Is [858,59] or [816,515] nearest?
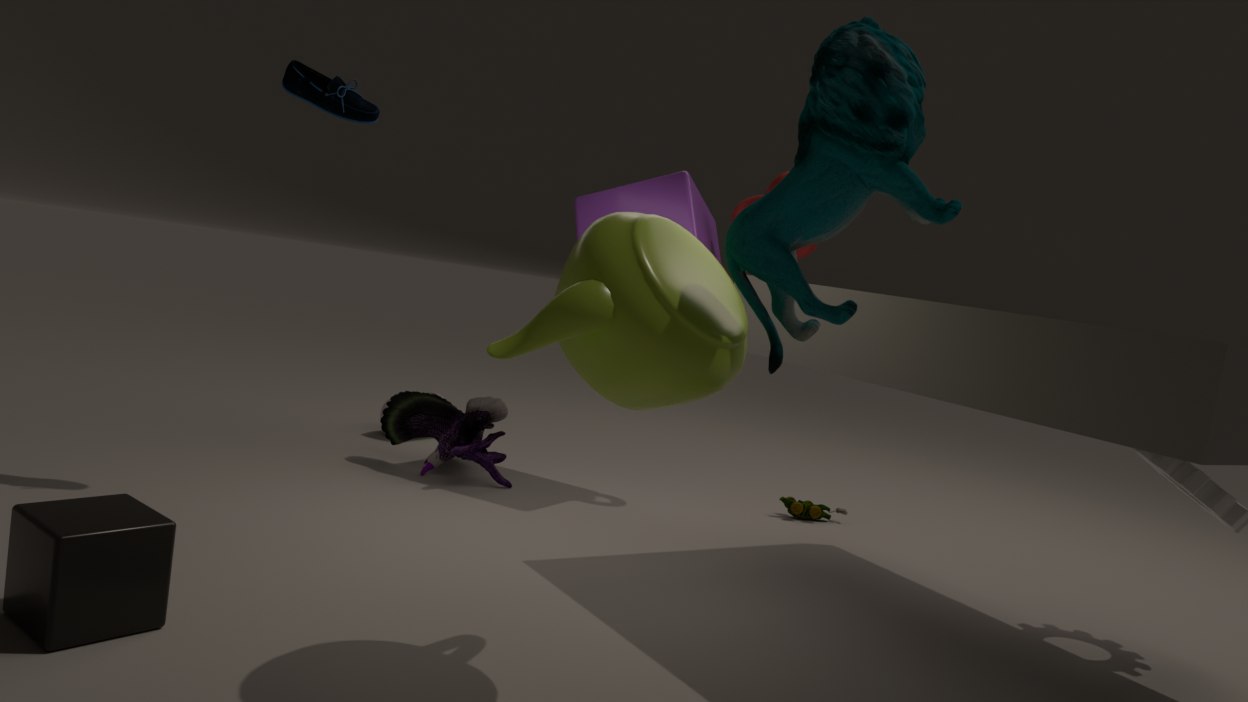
[858,59]
